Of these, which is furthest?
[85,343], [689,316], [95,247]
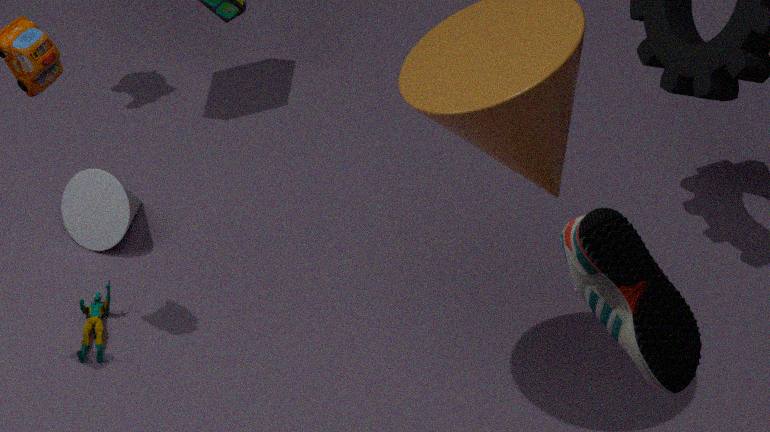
[95,247]
